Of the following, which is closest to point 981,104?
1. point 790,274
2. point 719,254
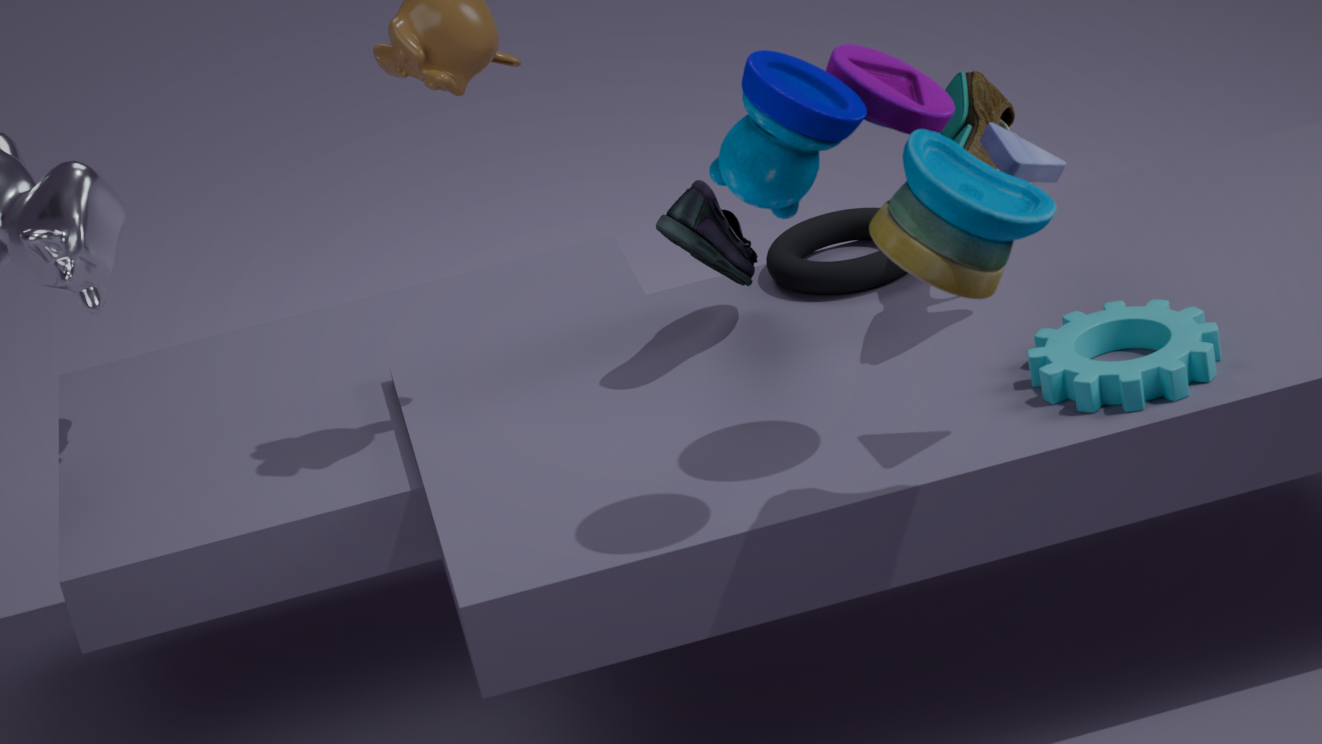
point 790,274
